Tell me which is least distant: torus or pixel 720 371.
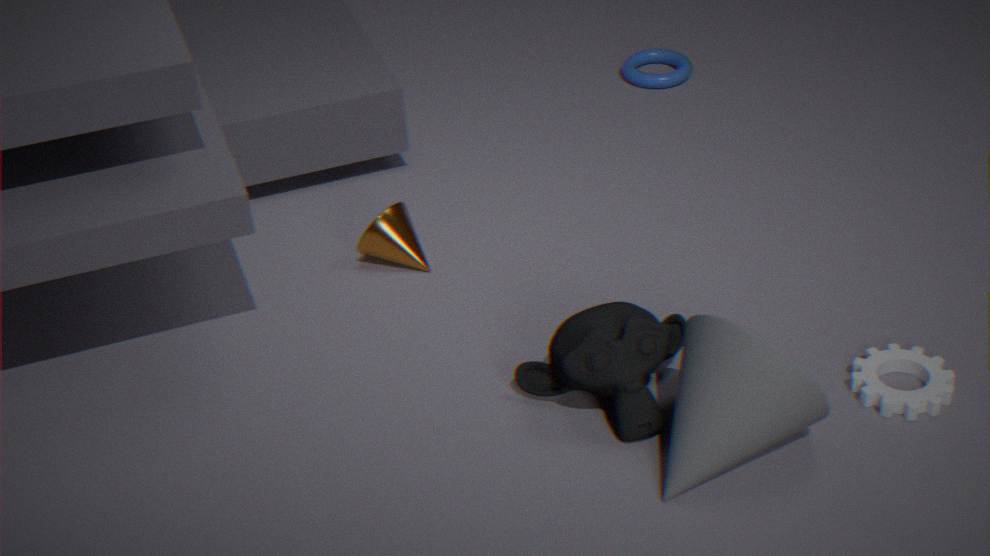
torus
